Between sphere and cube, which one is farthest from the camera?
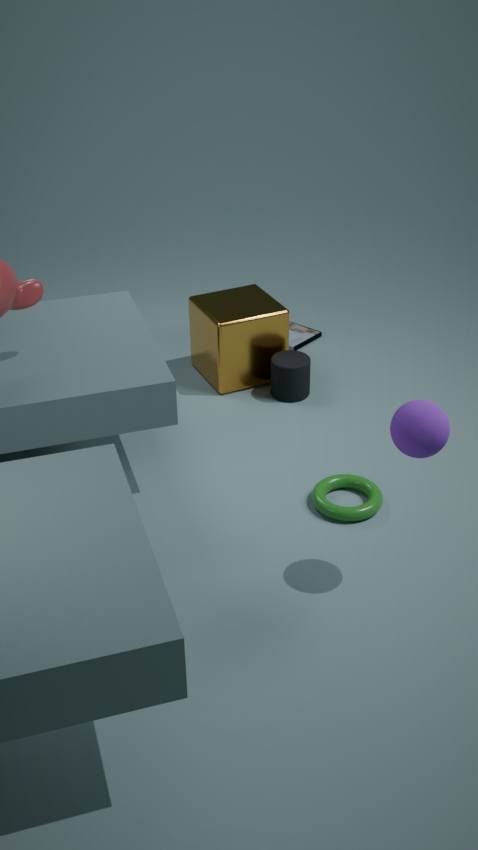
cube
